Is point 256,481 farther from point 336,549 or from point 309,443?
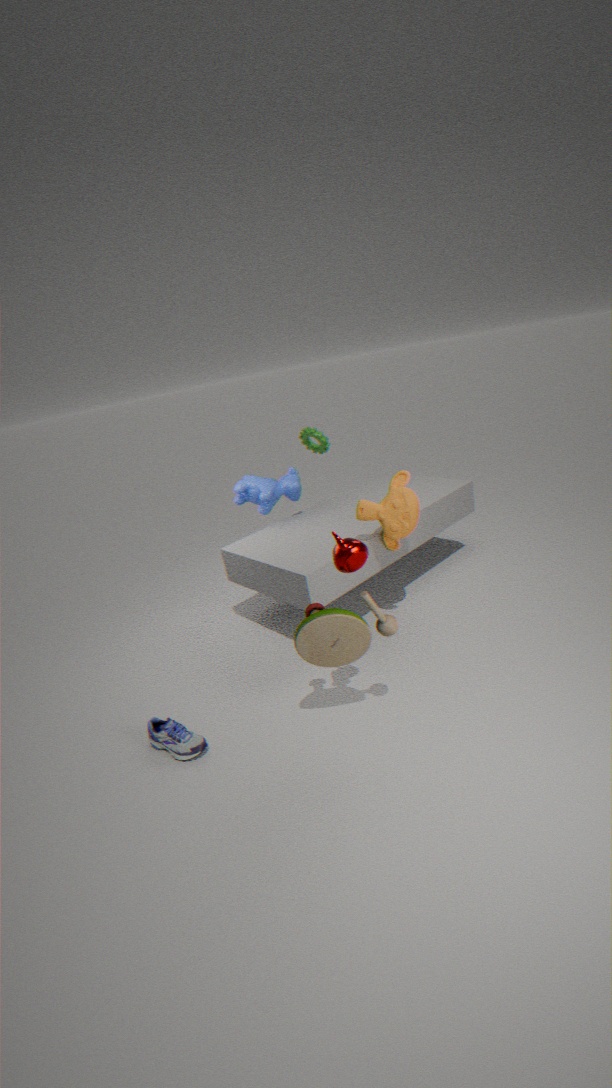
point 336,549
